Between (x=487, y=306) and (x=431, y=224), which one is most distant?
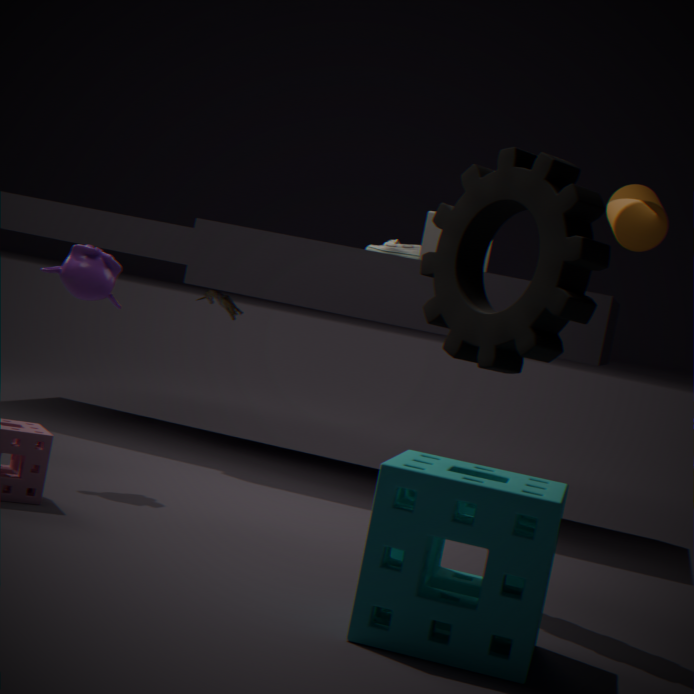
(x=431, y=224)
